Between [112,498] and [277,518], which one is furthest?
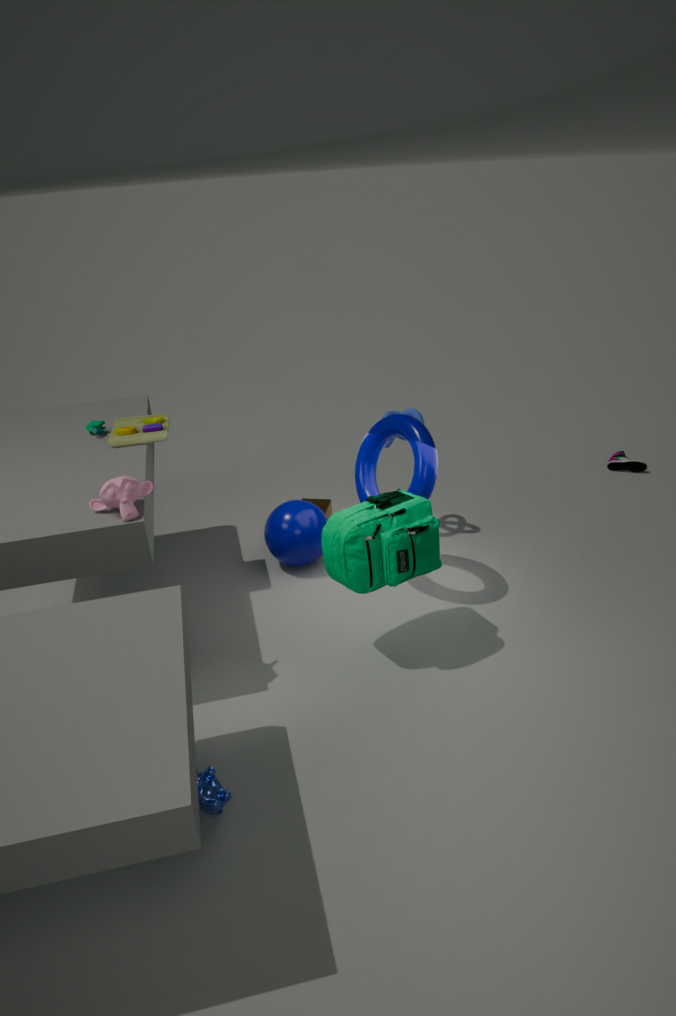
[277,518]
